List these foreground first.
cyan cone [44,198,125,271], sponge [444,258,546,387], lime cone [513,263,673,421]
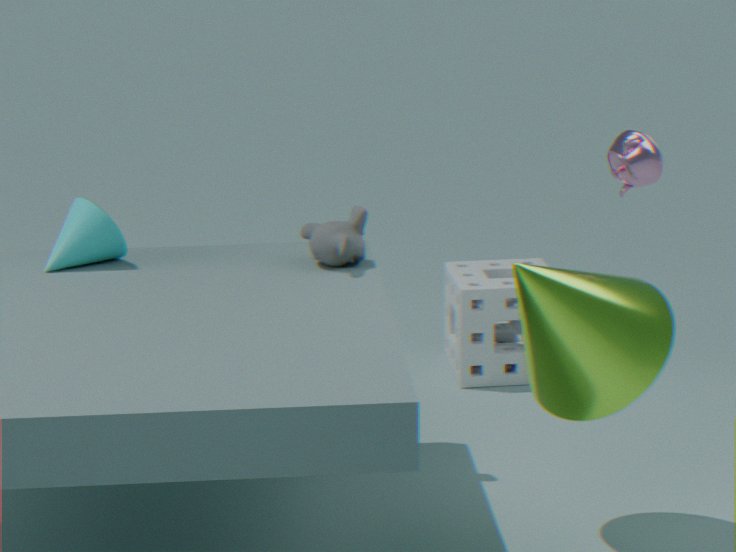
lime cone [513,263,673,421] < cyan cone [44,198,125,271] < sponge [444,258,546,387]
